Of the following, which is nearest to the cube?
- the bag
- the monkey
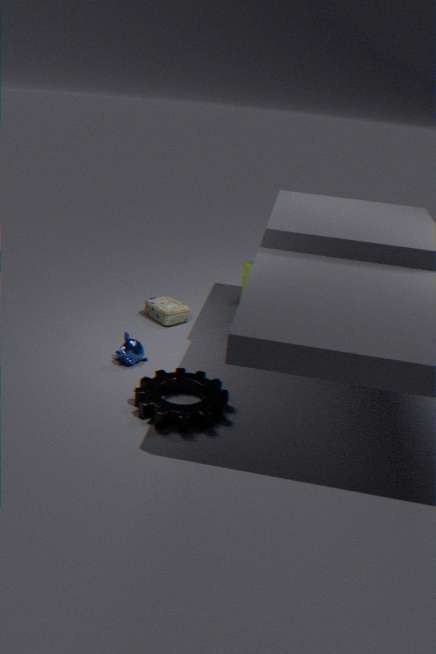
the bag
